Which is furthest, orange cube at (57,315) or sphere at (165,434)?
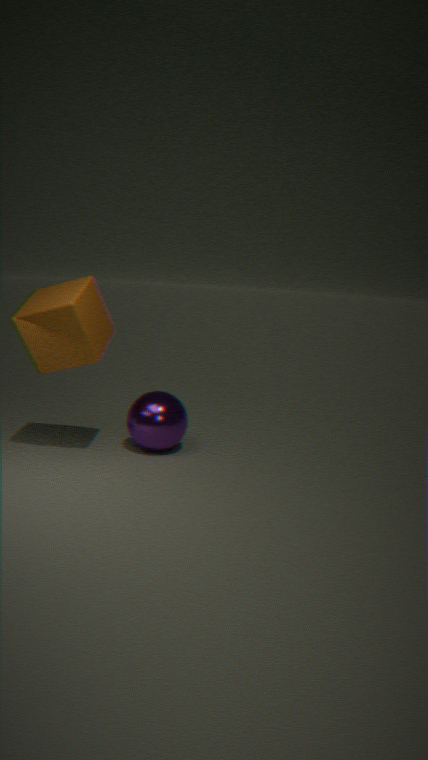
sphere at (165,434)
